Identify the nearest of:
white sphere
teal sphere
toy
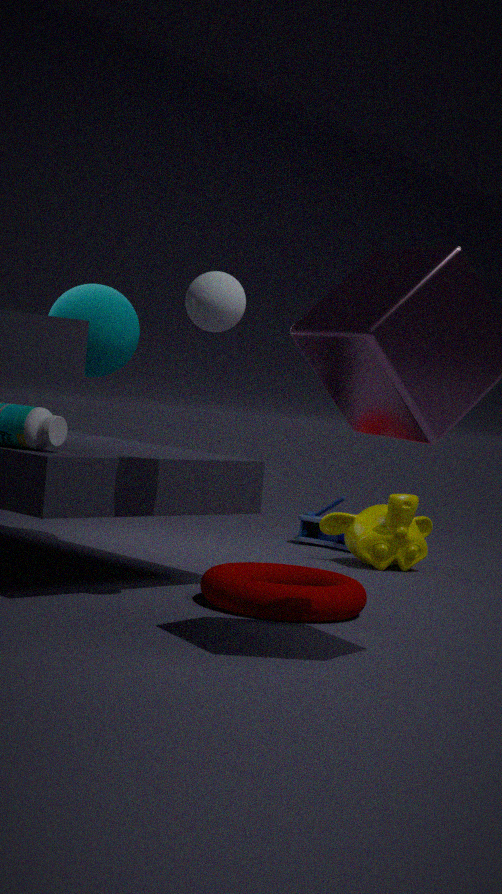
white sphere
